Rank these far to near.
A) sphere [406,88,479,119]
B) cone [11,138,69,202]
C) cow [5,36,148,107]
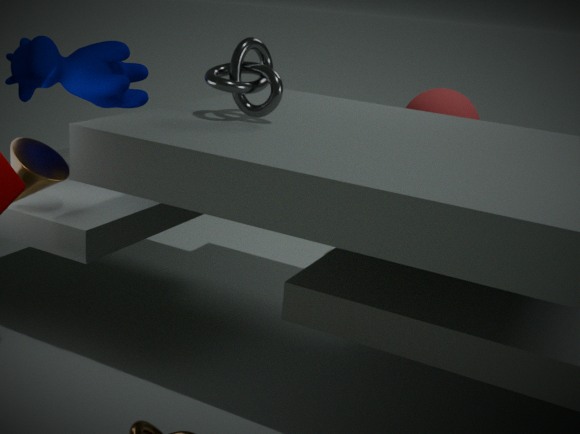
sphere [406,88,479,119] → cow [5,36,148,107] → cone [11,138,69,202]
